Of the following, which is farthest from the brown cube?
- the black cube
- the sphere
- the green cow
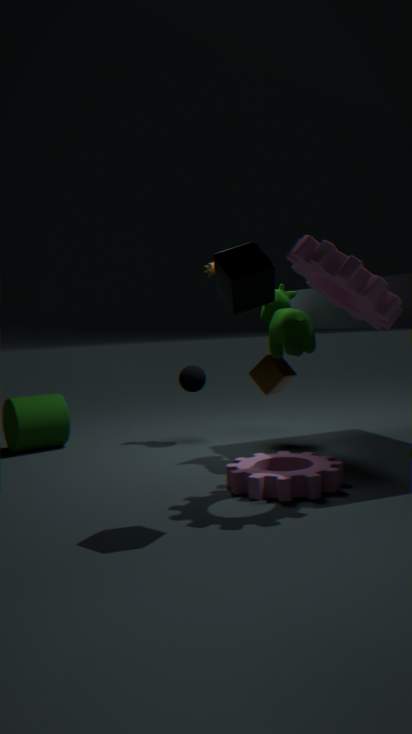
the black cube
